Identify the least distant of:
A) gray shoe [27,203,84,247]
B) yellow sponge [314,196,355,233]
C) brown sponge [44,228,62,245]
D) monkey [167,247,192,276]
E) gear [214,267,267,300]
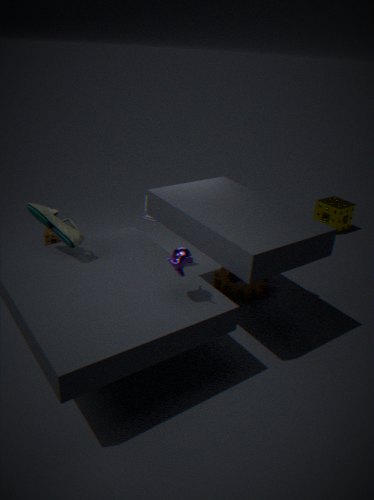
monkey [167,247,192,276]
